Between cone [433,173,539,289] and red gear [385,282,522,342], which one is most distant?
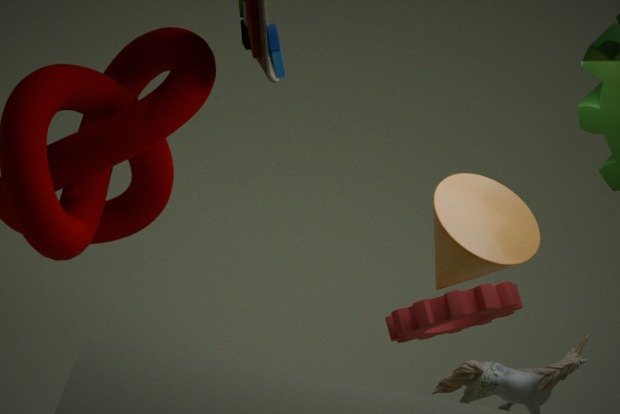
red gear [385,282,522,342]
